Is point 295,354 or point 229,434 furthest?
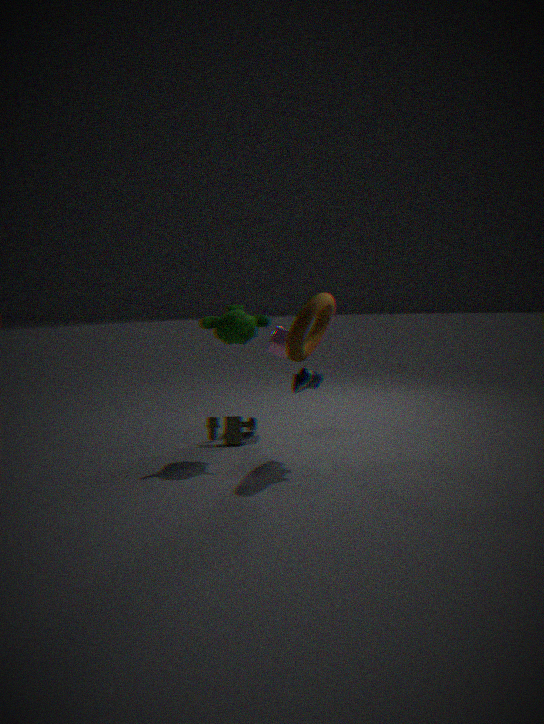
point 229,434
